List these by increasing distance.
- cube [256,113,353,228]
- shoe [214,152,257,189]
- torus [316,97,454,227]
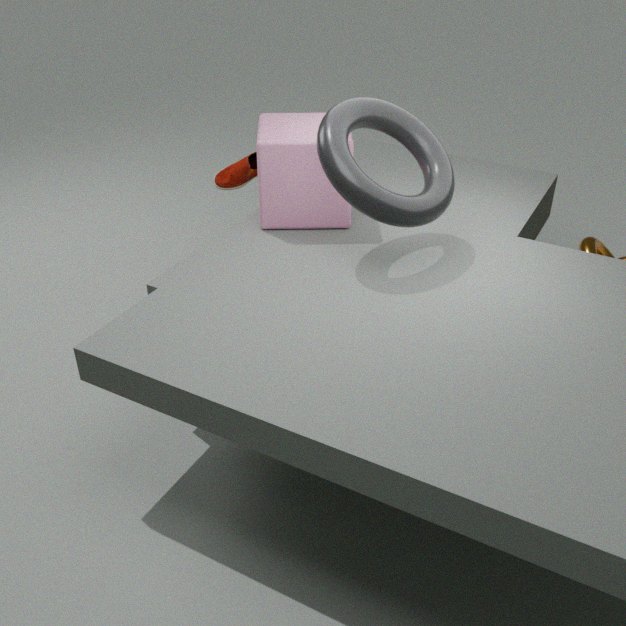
1. torus [316,97,454,227]
2. cube [256,113,353,228]
3. shoe [214,152,257,189]
